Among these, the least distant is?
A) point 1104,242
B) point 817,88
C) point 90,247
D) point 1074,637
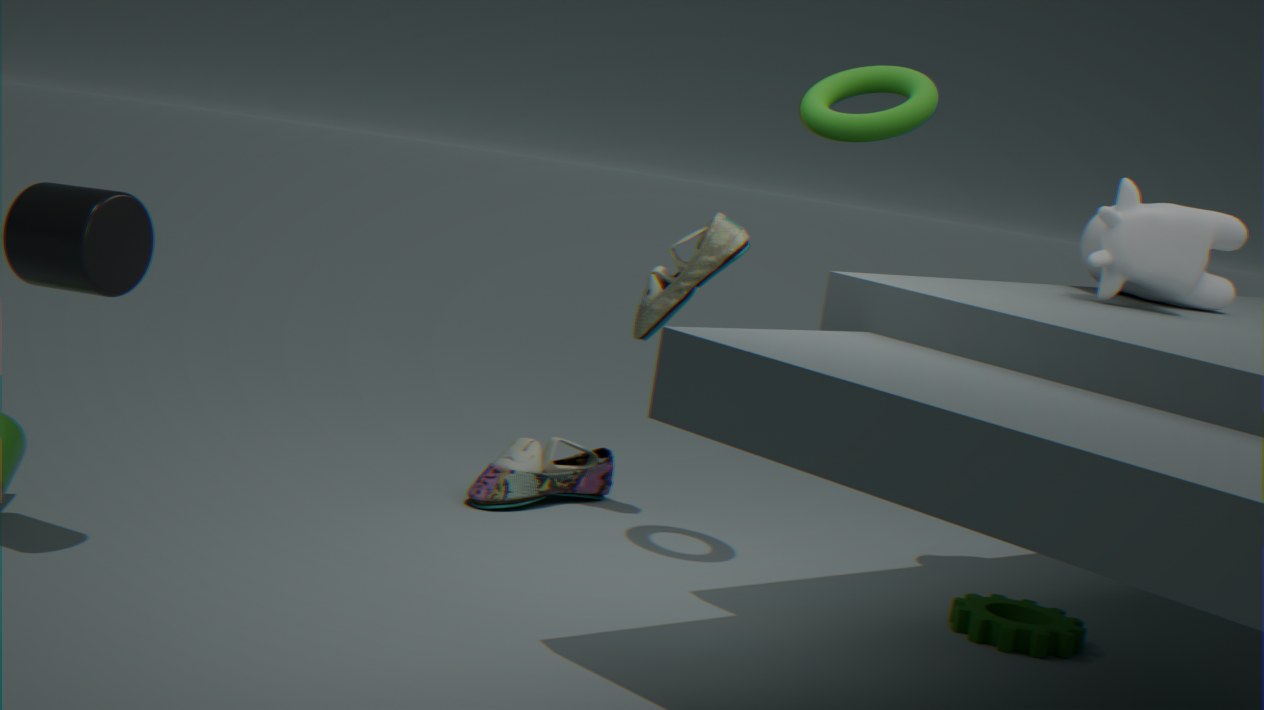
point 90,247
